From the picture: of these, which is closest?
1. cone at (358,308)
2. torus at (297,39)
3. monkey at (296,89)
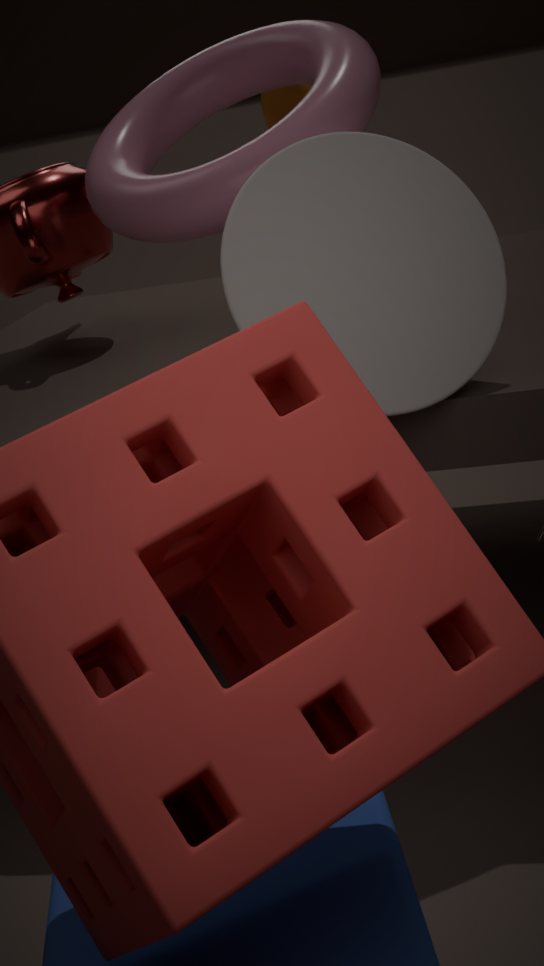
cone at (358,308)
